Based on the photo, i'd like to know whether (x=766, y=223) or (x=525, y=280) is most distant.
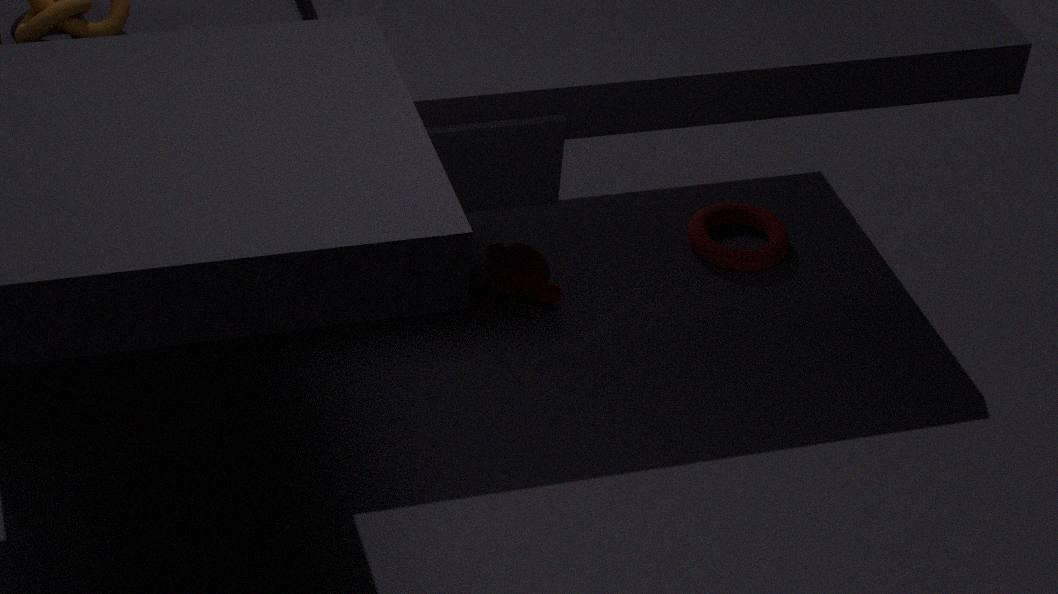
→ (x=766, y=223)
